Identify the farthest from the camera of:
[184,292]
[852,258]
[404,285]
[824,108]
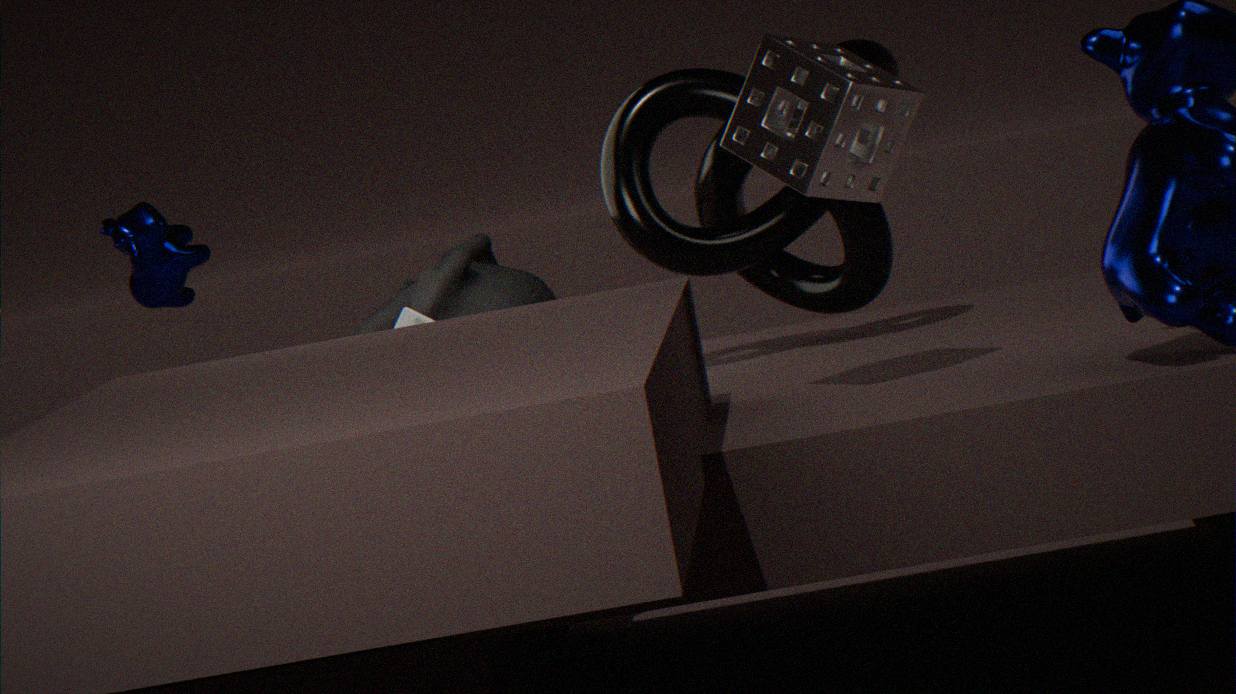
[404,285]
